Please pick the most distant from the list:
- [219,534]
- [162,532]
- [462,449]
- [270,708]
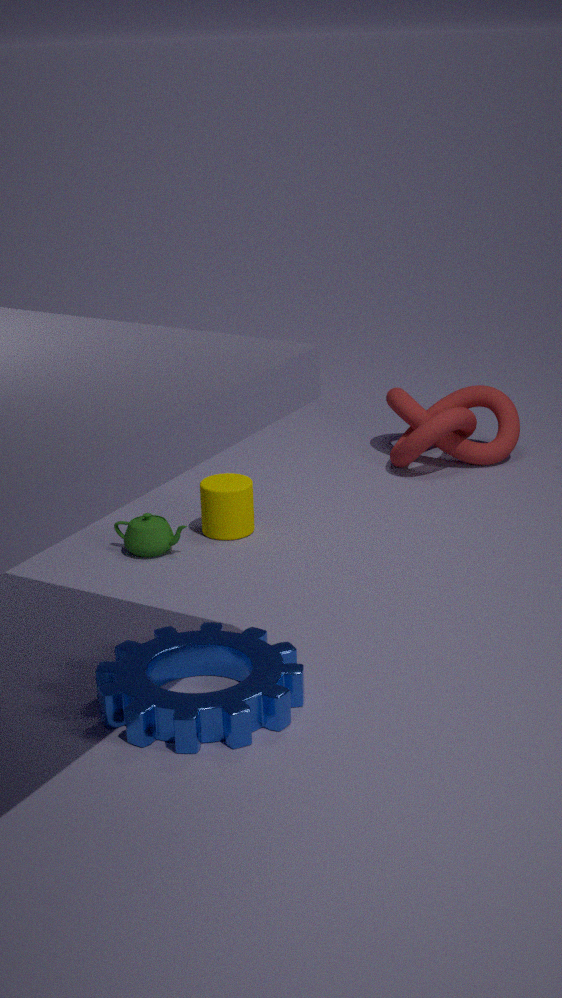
[462,449]
